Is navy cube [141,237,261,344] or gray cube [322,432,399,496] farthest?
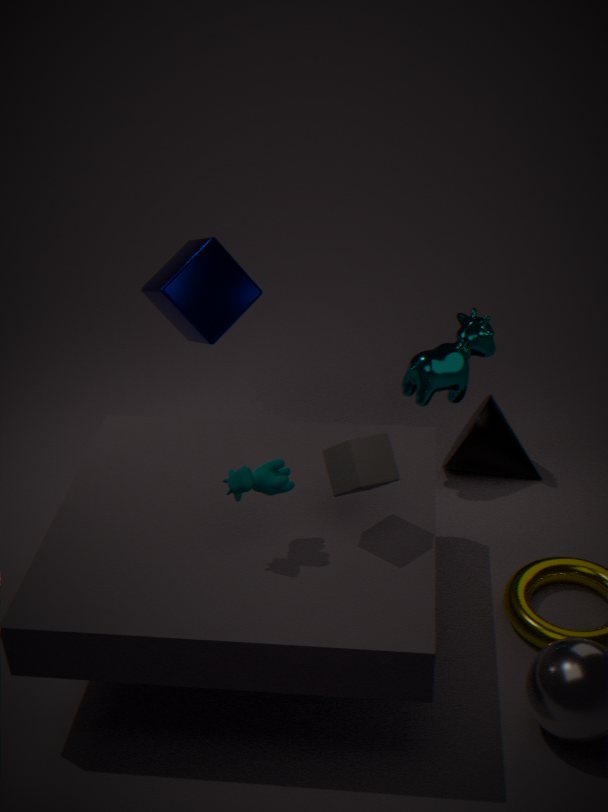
navy cube [141,237,261,344]
